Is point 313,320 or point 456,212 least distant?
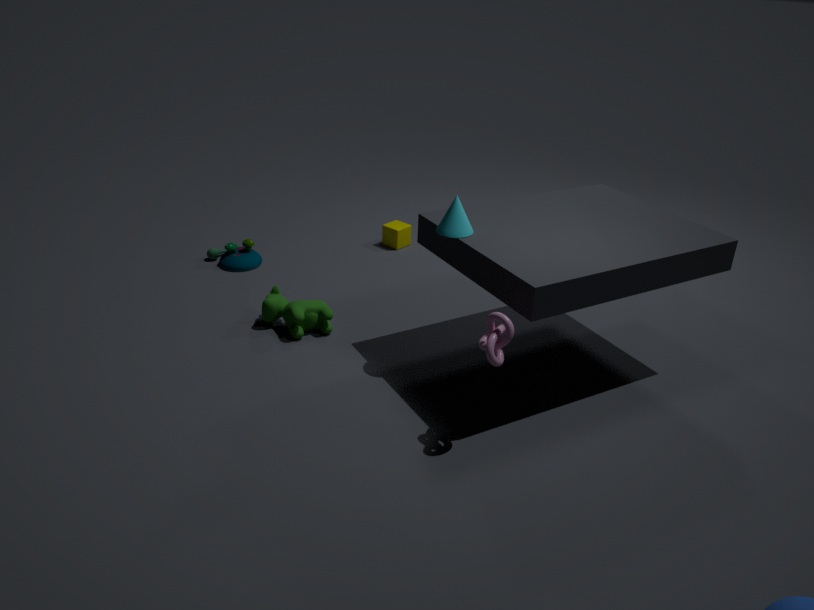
point 456,212
